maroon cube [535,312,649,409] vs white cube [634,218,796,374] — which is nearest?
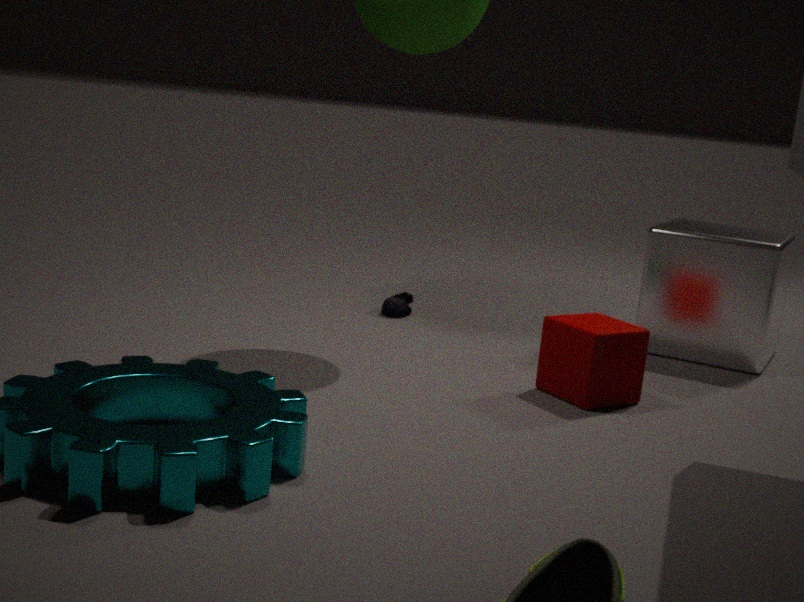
maroon cube [535,312,649,409]
